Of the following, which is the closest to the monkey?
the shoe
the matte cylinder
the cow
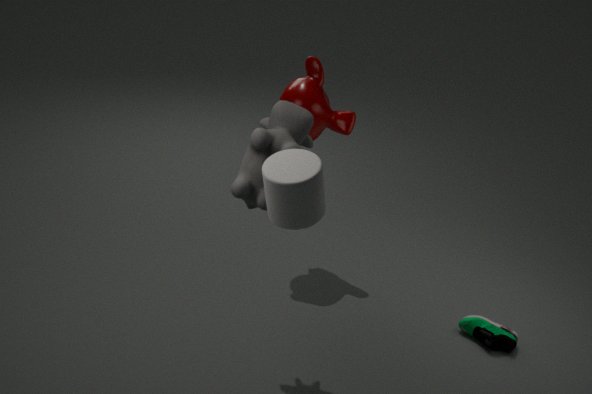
the cow
